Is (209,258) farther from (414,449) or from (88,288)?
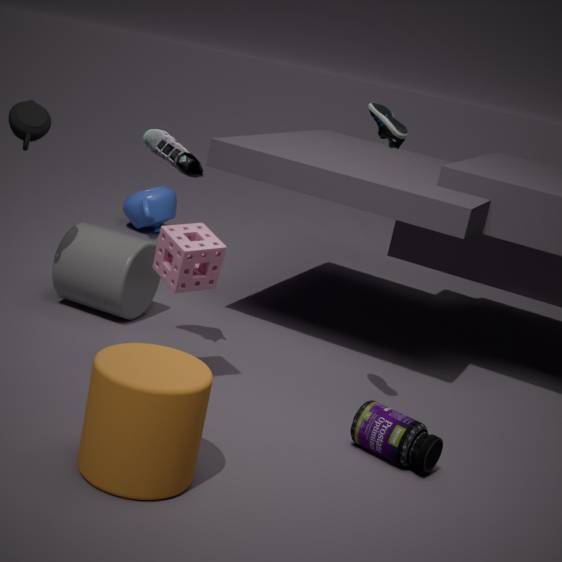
(414,449)
